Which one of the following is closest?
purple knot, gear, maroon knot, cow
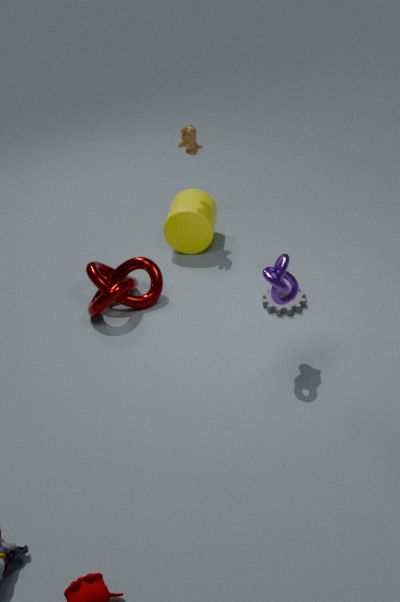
purple knot
